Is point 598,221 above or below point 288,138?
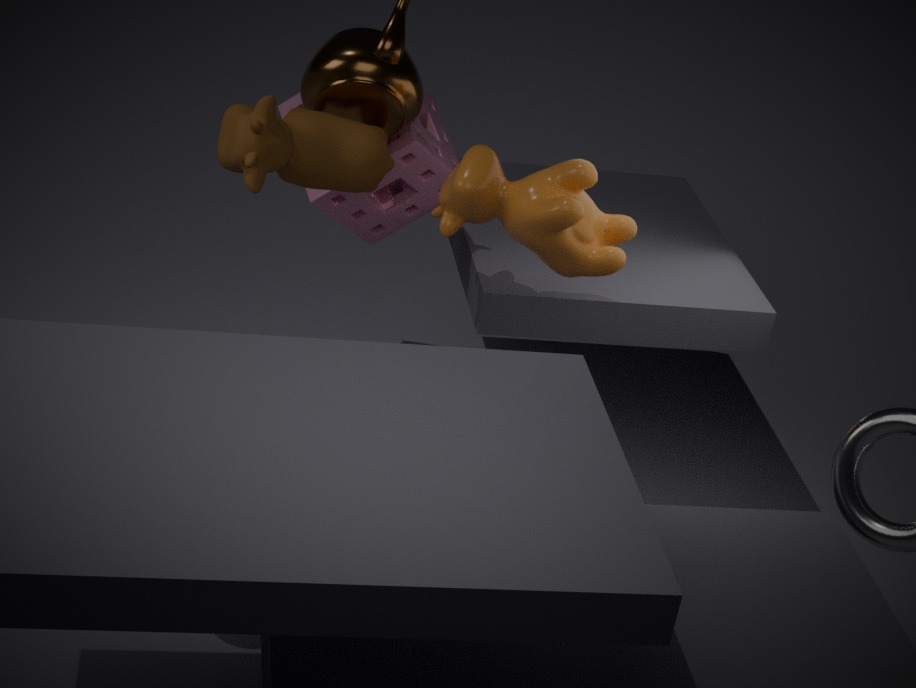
below
